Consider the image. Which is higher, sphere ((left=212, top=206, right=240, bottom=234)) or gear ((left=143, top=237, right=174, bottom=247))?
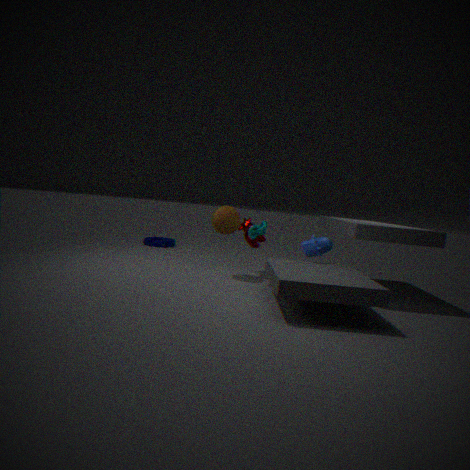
sphere ((left=212, top=206, right=240, bottom=234))
